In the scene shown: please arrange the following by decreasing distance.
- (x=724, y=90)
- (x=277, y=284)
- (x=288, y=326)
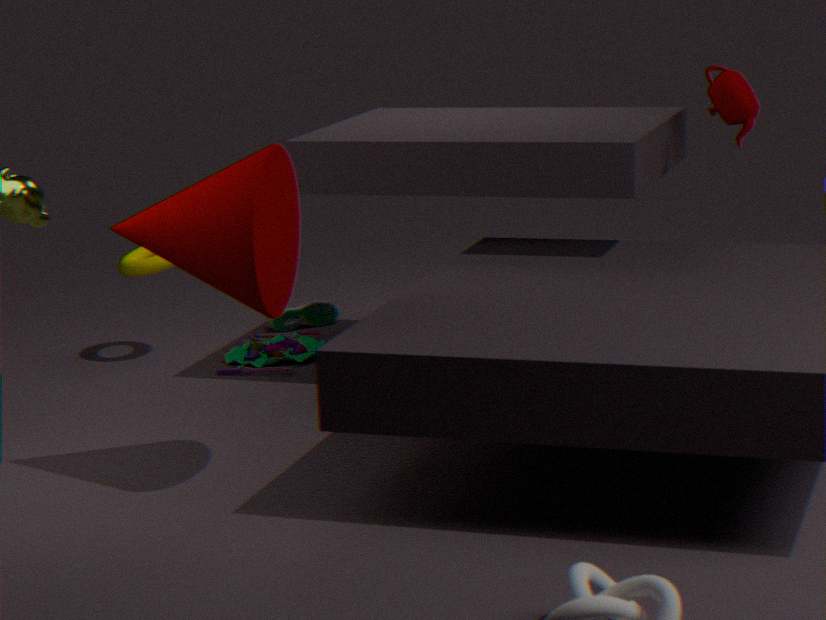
1. (x=288, y=326)
2. (x=724, y=90)
3. (x=277, y=284)
